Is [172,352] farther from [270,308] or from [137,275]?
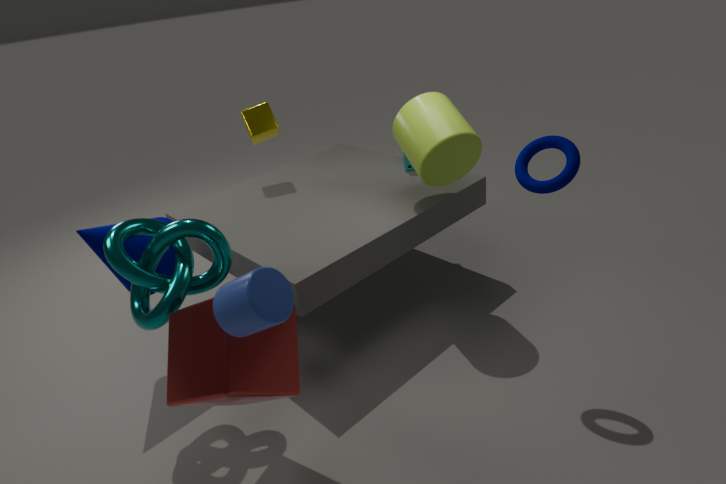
[137,275]
